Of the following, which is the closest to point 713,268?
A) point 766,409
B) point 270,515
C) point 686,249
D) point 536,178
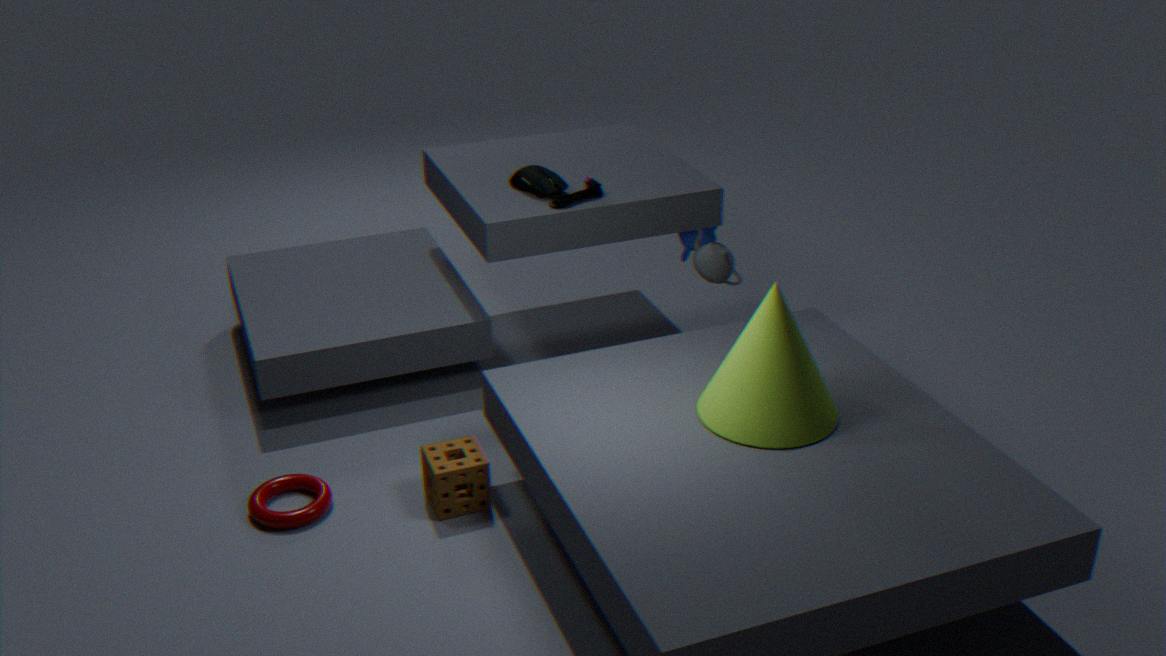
point 686,249
